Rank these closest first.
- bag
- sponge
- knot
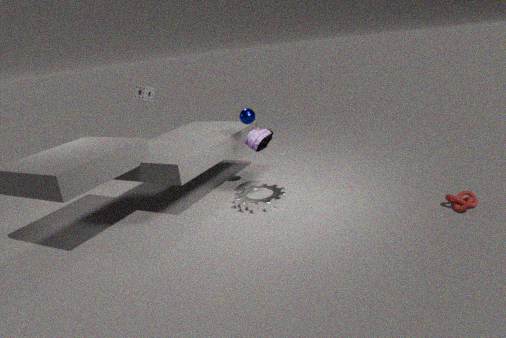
1. knot
2. bag
3. sponge
